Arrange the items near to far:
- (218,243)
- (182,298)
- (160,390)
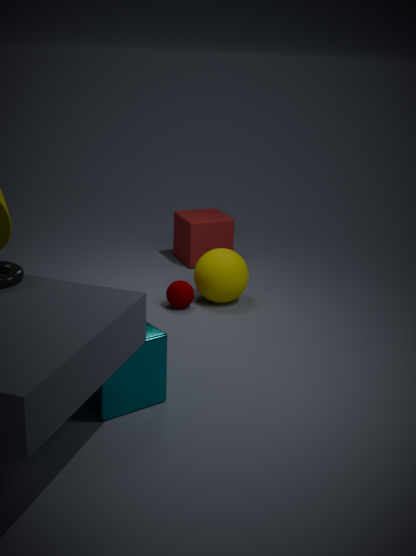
(160,390)
(182,298)
(218,243)
